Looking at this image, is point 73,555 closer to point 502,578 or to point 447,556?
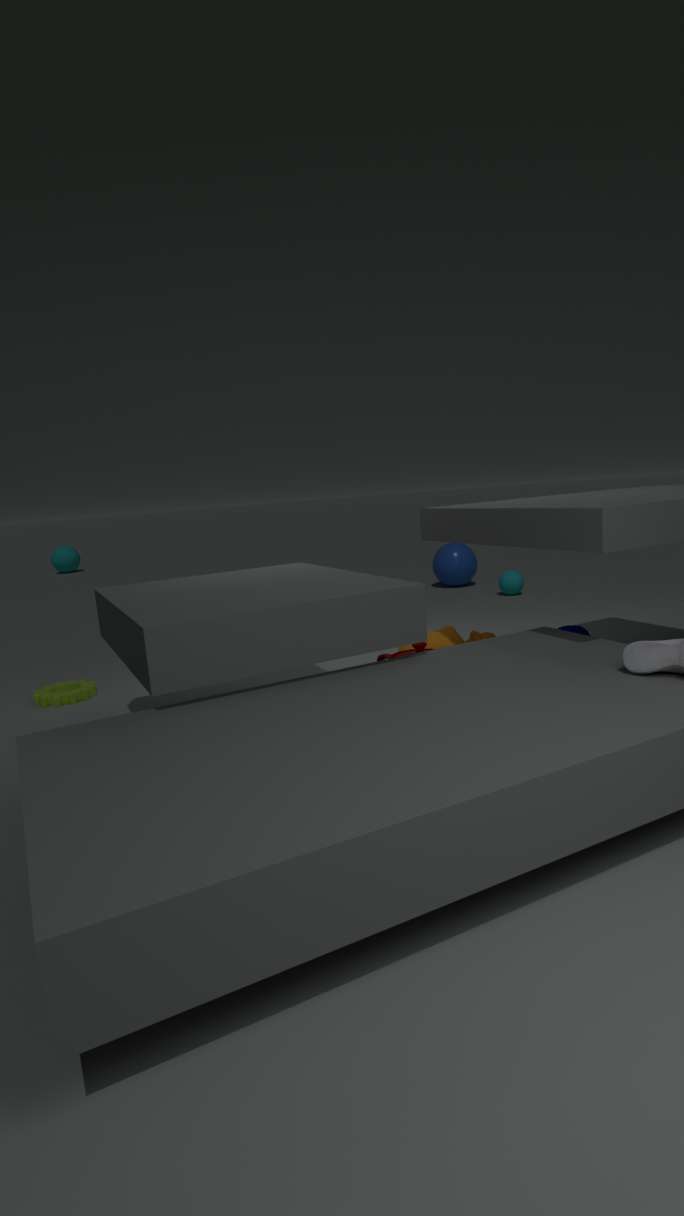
point 447,556
